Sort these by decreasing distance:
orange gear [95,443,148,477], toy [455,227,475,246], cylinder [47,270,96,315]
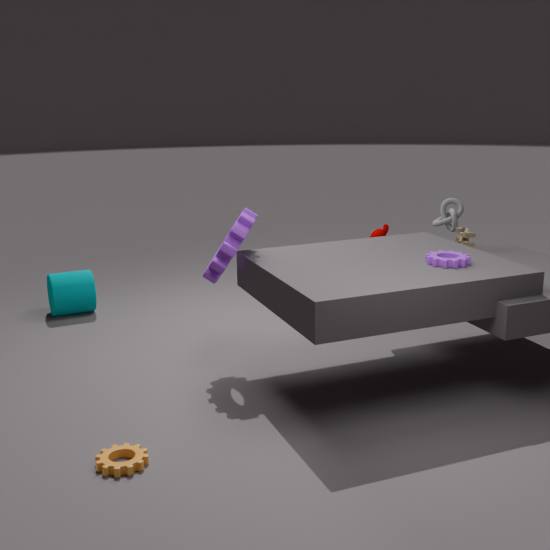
cylinder [47,270,96,315], toy [455,227,475,246], orange gear [95,443,148,477]
